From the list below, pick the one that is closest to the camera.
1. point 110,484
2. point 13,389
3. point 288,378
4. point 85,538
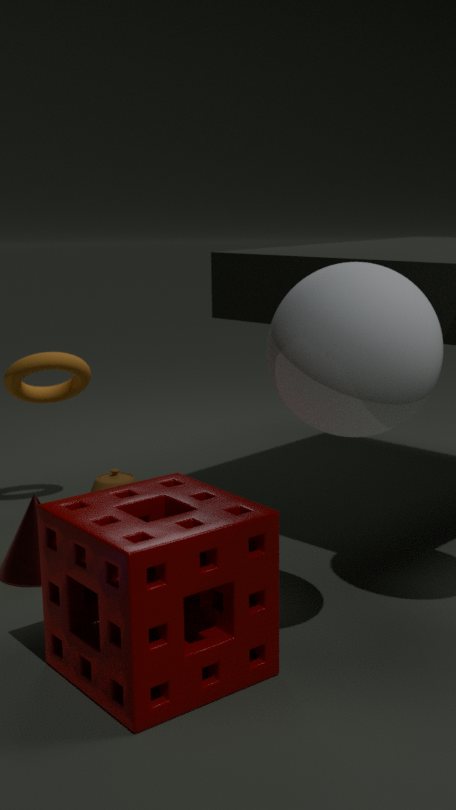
point 85,538
